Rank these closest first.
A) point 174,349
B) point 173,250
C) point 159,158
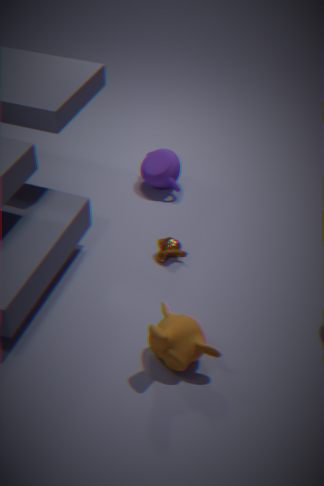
point 174,349, point 173,250, point 159,158
